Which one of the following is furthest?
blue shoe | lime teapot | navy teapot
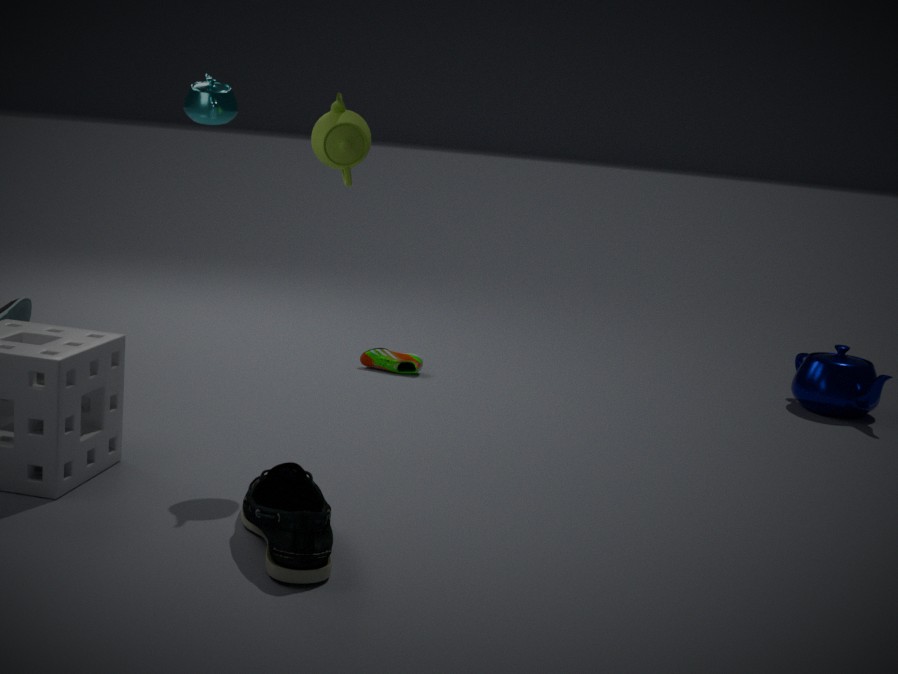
navy teapot
